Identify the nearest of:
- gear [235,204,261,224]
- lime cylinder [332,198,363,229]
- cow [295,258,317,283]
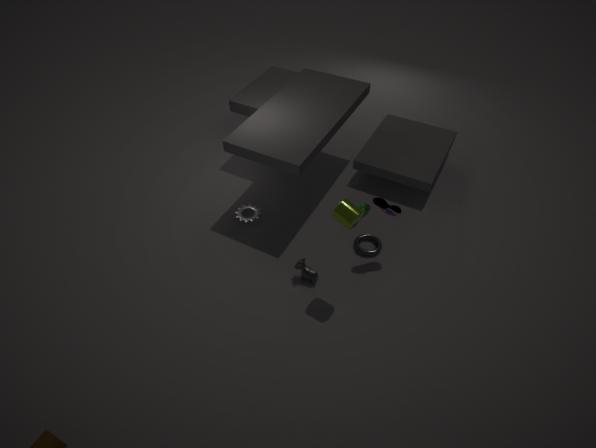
lime cylinder [332,198,363,229]
